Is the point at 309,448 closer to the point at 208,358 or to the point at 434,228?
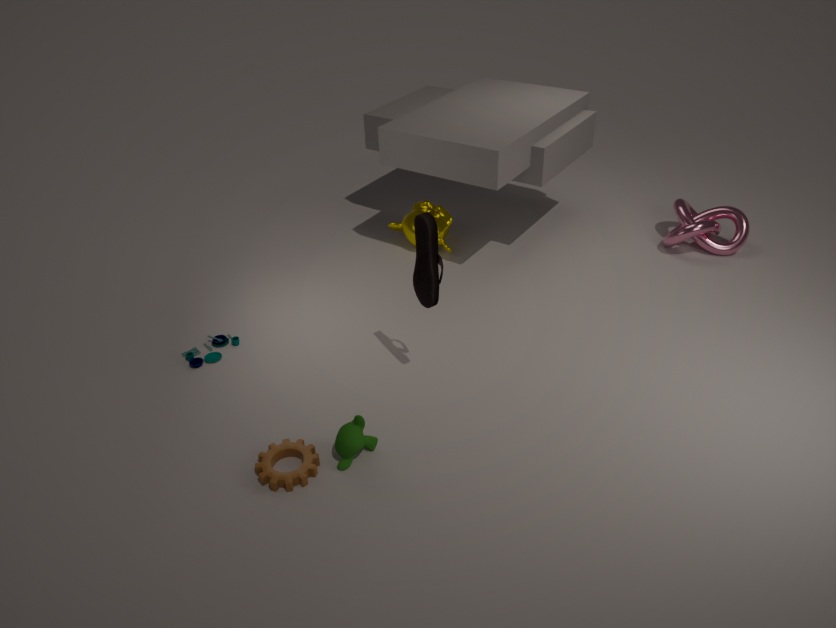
the point at 208,358
